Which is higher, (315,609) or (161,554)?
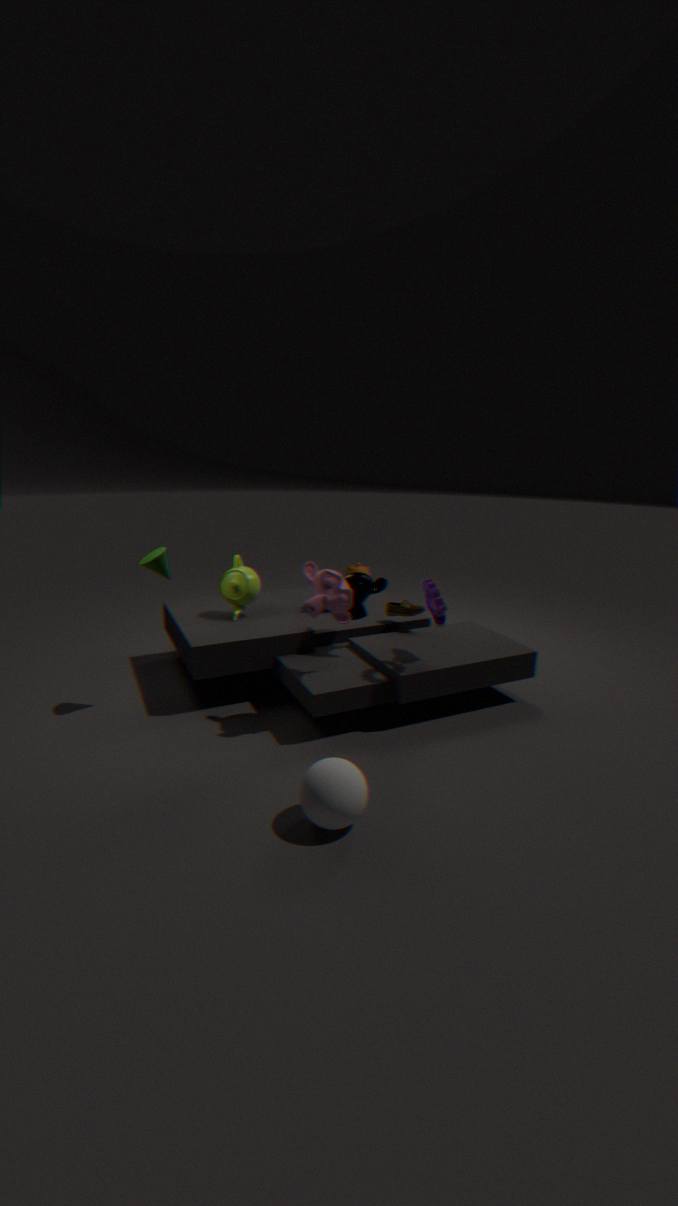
(161,554)
